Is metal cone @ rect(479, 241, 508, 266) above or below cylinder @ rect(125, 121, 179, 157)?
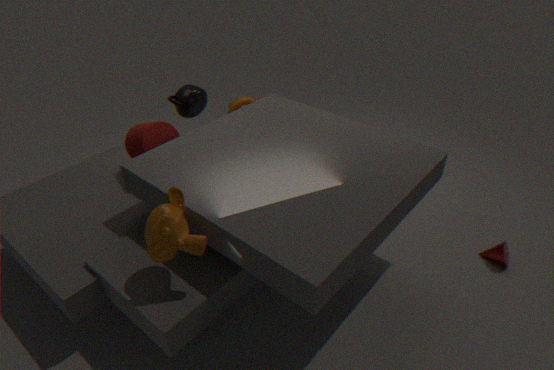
below
